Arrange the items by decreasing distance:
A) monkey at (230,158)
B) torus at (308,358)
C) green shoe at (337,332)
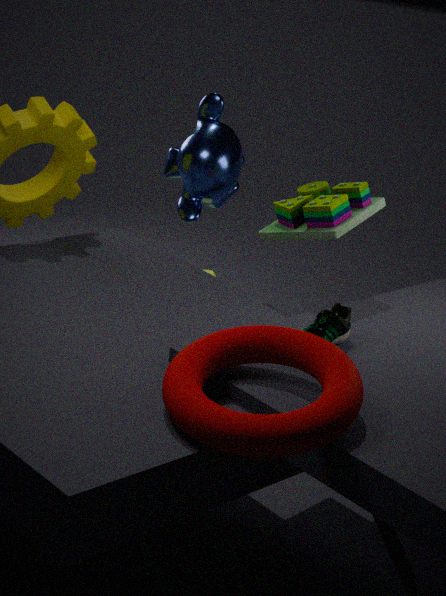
A. monkey at (230,158) → C. green shoe at (337,332) → B. torus at (308,358)
